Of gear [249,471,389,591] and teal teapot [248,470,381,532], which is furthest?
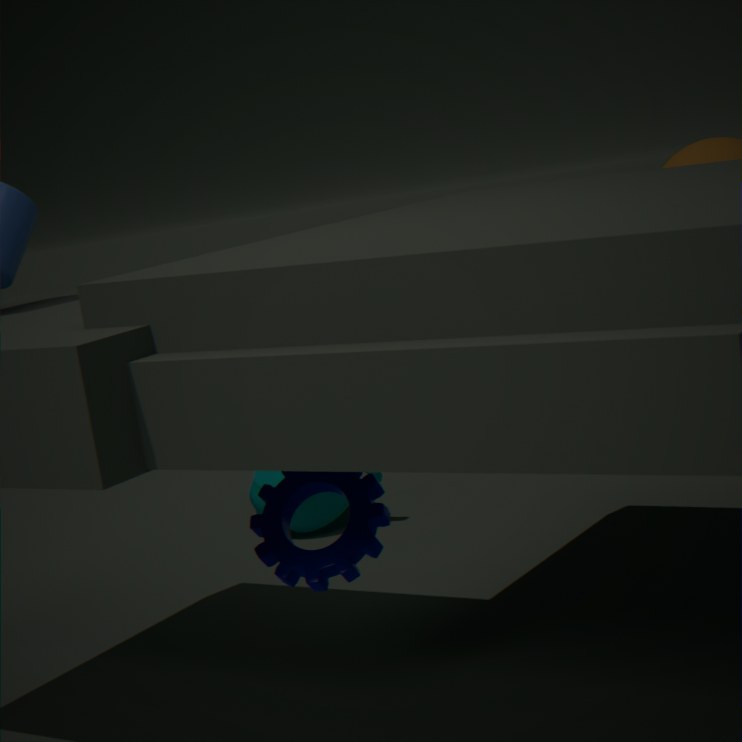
teal teapot [248,470,381,532]
